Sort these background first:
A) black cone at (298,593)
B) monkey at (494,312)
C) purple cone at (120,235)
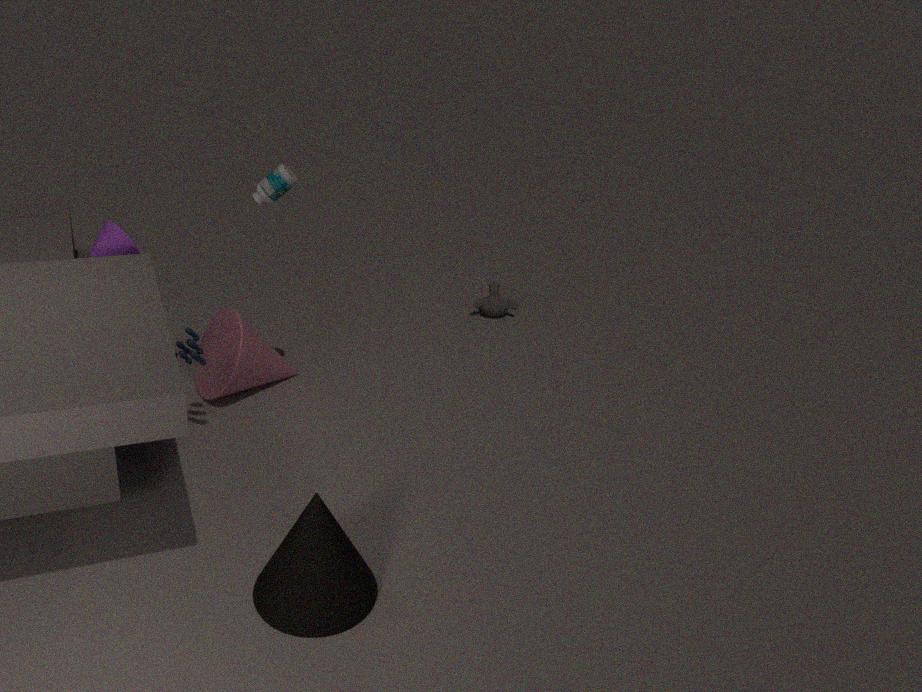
monkey at (494,312), purple cone at (120,235), black cone at (298,593)
